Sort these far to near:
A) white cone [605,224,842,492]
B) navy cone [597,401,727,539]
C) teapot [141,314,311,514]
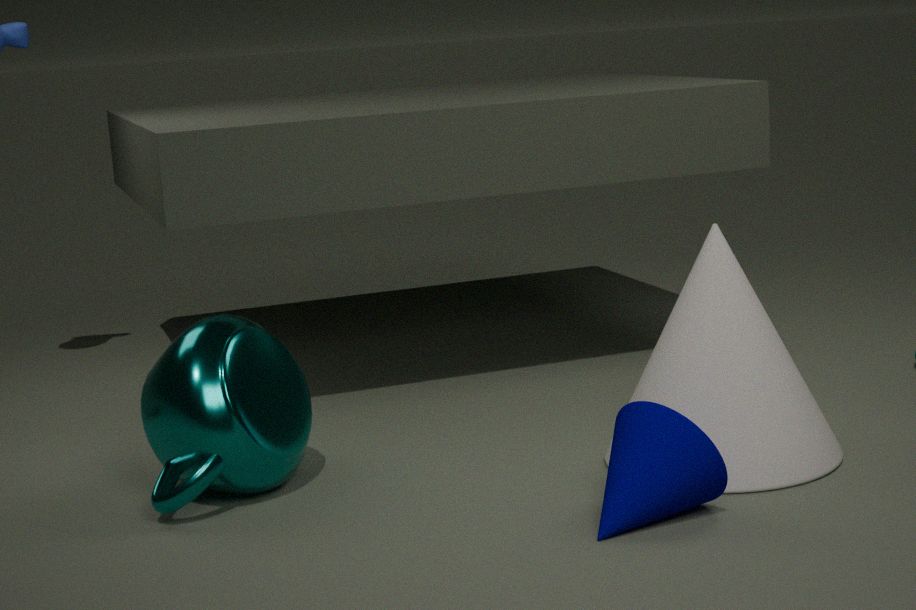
teapot [141,314,311,514]
white cone [605,224,842,492]
navy cone [597,401,727,539]
